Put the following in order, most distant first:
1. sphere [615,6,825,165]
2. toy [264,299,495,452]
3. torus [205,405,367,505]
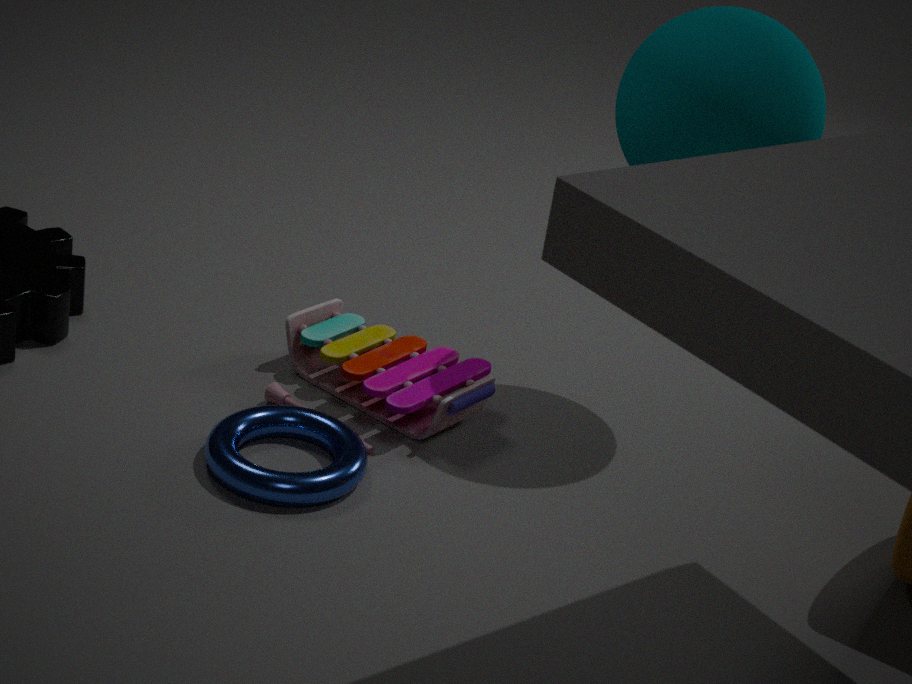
toy [264,299,495,452]
sphere [615,6,825,165]
torus [205,405,367,505]
